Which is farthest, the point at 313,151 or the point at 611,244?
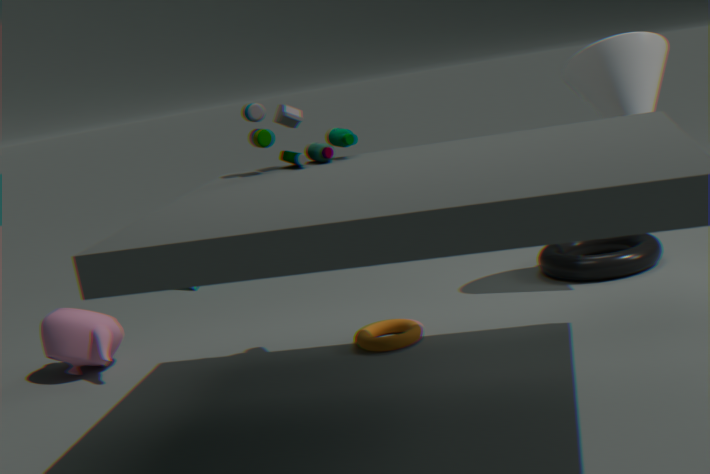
the point at 611,244
